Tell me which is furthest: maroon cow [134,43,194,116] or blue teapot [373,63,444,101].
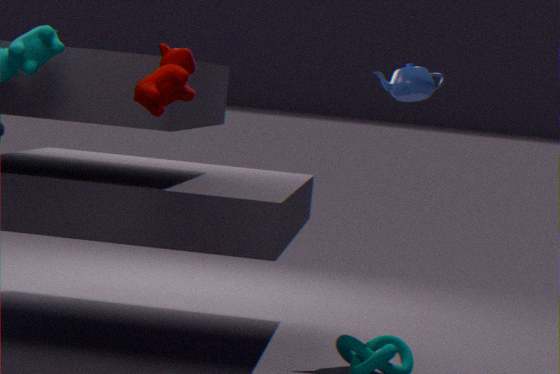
blue teapot [373,63,444,101]
